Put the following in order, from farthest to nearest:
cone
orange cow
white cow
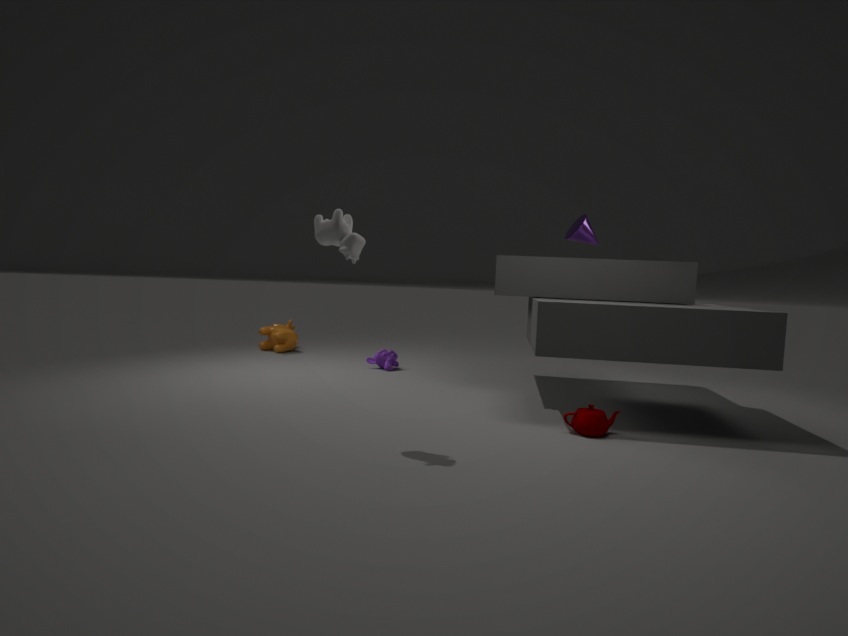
orange cow
cone
white cow
